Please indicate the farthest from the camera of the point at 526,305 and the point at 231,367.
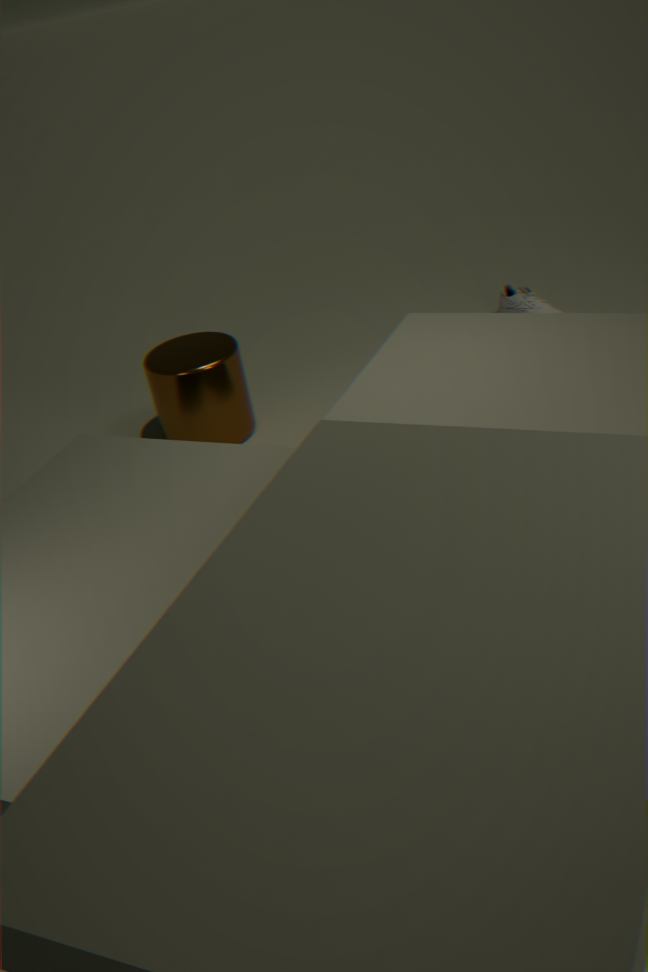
the point at 526,305
